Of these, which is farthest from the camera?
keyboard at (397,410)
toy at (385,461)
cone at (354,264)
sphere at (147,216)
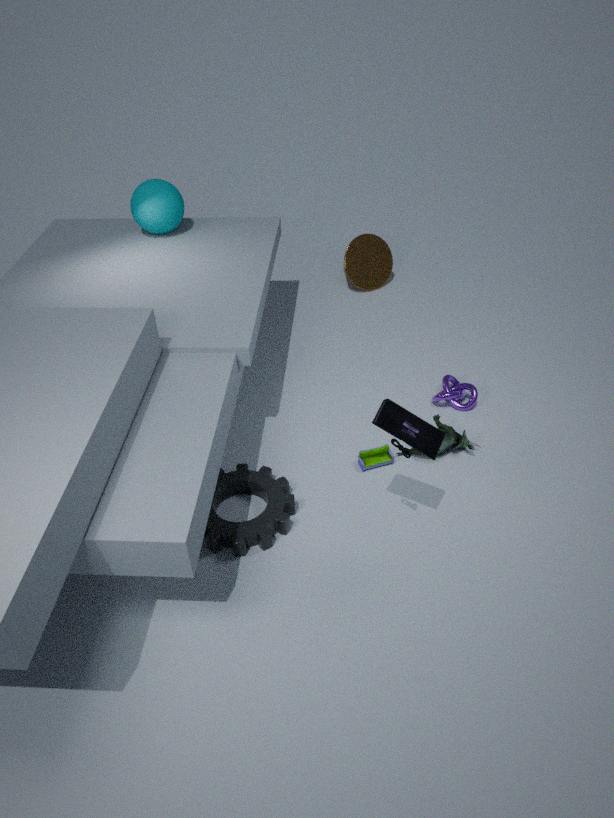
cone at (354,264)
